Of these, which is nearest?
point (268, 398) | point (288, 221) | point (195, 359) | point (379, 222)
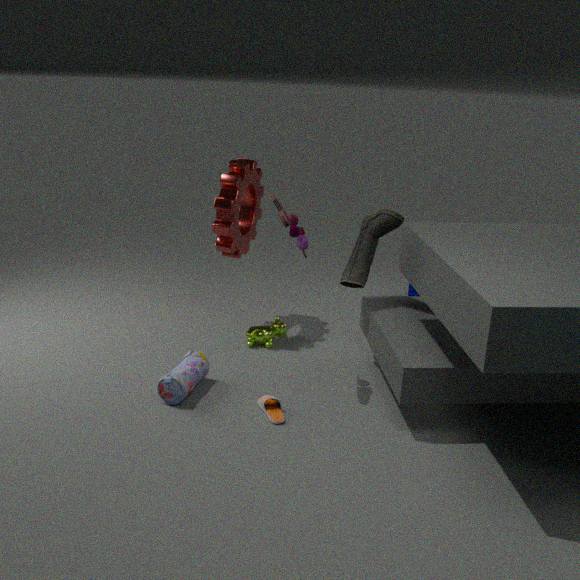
point (288, 221)
